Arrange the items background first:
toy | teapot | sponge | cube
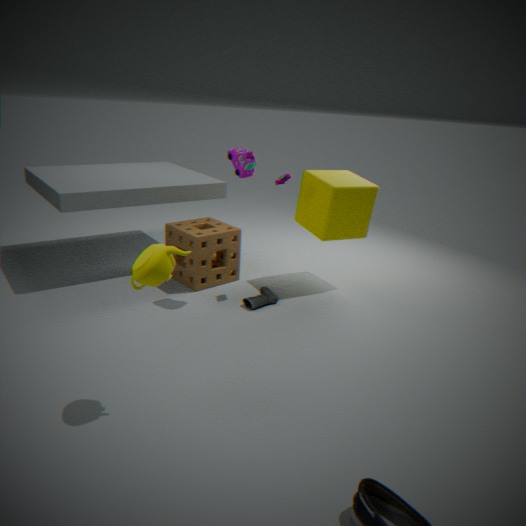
sponge
cube
toy
teapot
